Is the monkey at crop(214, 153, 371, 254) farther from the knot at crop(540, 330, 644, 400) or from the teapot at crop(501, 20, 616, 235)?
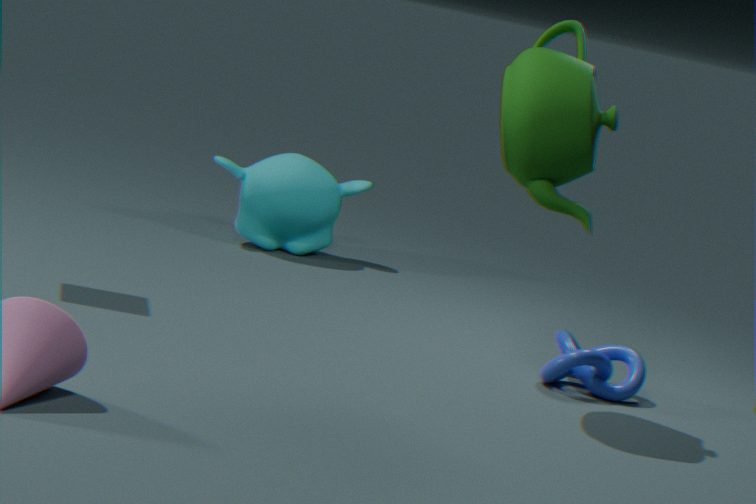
the teapot at crop(501, 20, 616, 235)
